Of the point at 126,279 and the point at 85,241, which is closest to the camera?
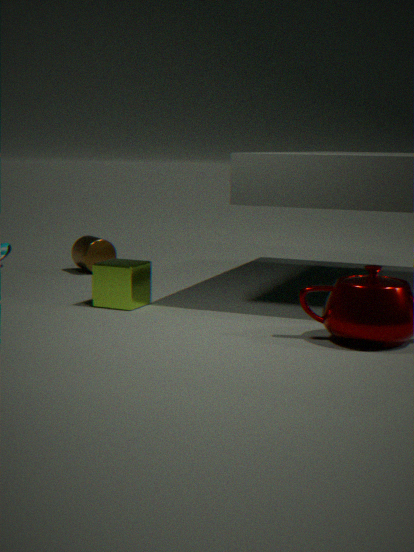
the point at 126,279
